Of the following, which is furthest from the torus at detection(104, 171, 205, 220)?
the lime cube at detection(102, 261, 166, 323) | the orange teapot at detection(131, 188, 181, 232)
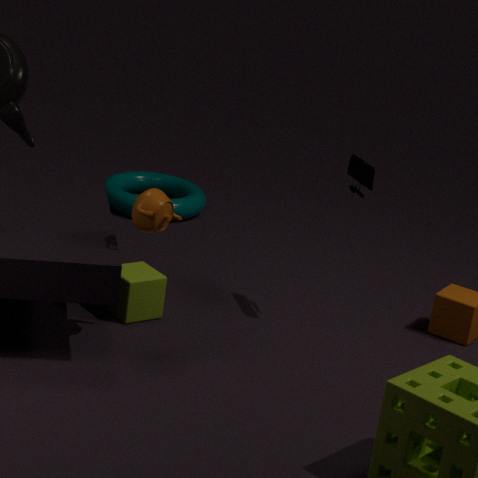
the orange teapot at detection(131, 188, 181, 232)
